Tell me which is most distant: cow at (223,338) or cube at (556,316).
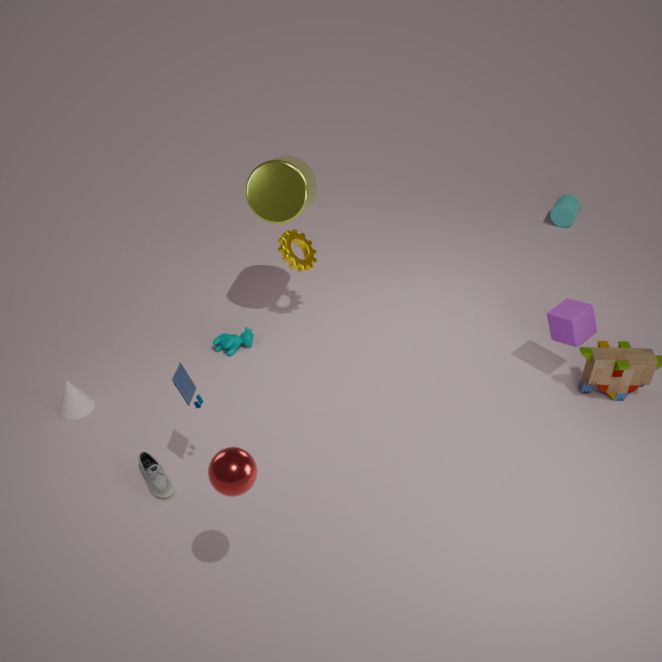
cow at (223,338)
